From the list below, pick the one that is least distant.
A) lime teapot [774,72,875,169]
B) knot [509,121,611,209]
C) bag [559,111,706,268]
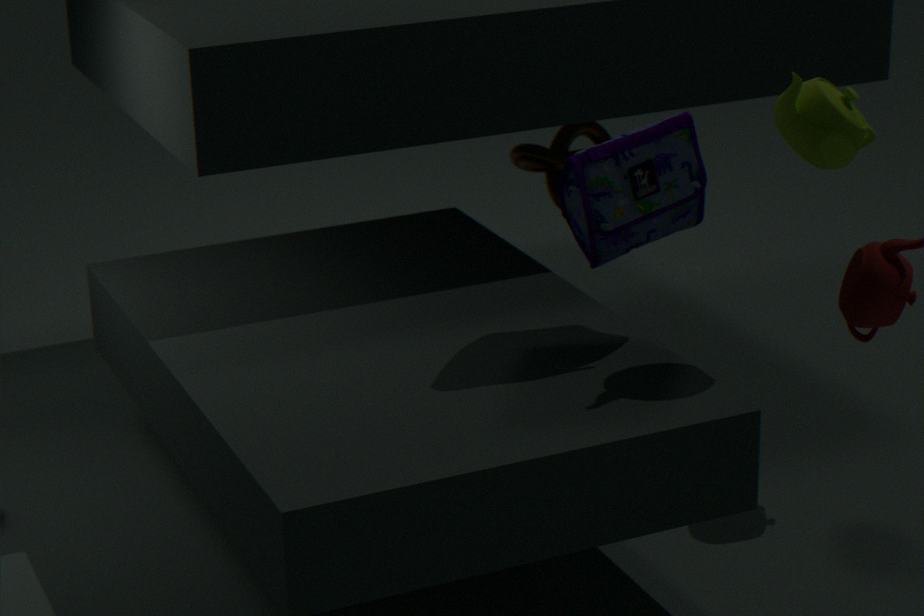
A. lime teapot [774,72,875,169]
